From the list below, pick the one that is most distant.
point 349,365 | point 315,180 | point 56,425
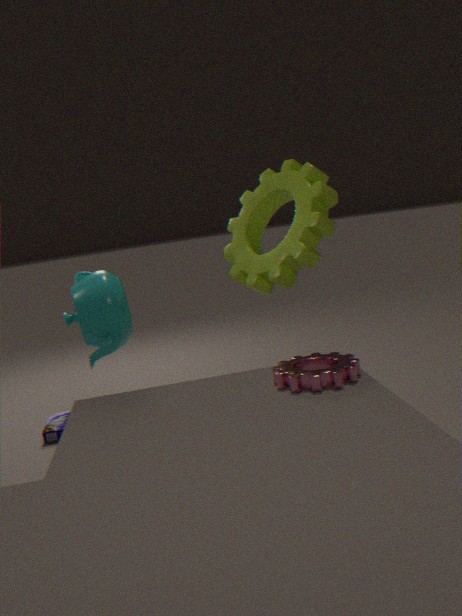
point 56,425
